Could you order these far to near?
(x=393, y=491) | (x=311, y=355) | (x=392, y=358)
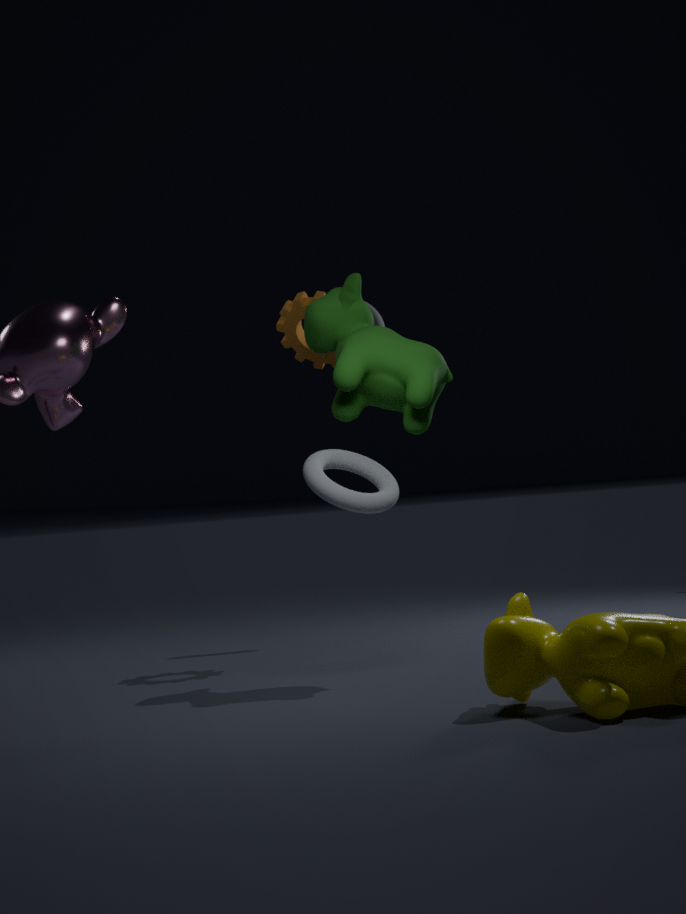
(x=311, y=355)
(x=392, y=358)
(x=393, y=491)
